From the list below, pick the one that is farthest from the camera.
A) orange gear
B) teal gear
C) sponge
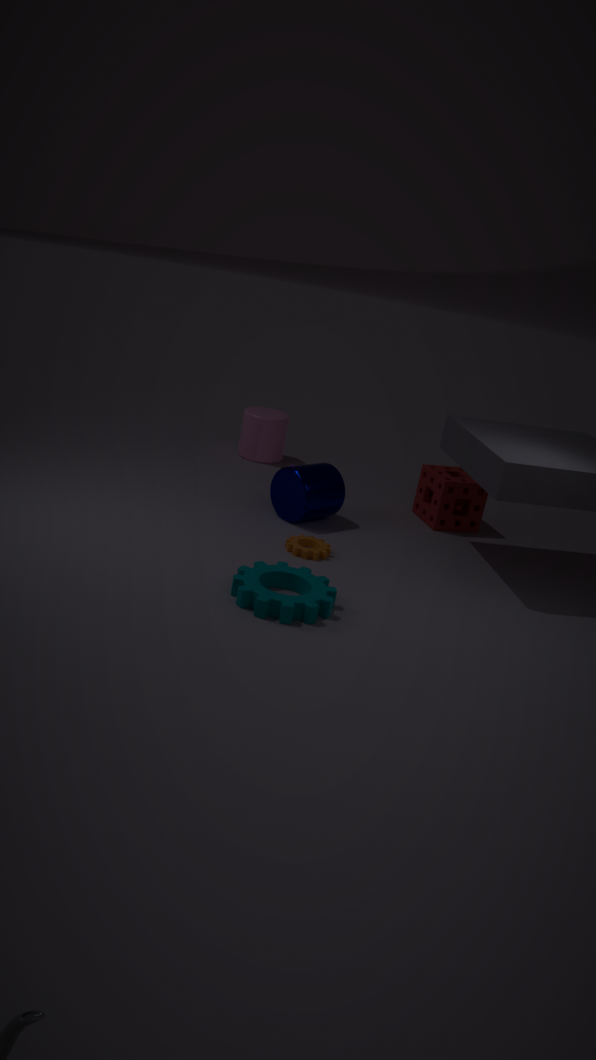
sponge
